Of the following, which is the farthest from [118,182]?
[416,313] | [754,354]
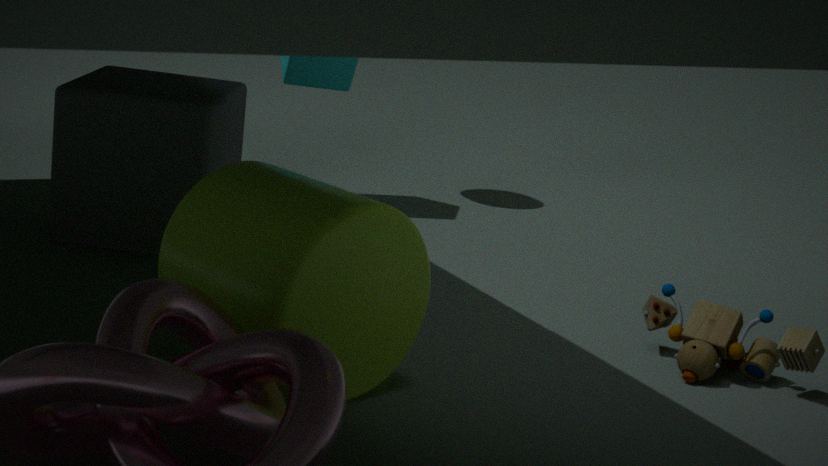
[754,354]
